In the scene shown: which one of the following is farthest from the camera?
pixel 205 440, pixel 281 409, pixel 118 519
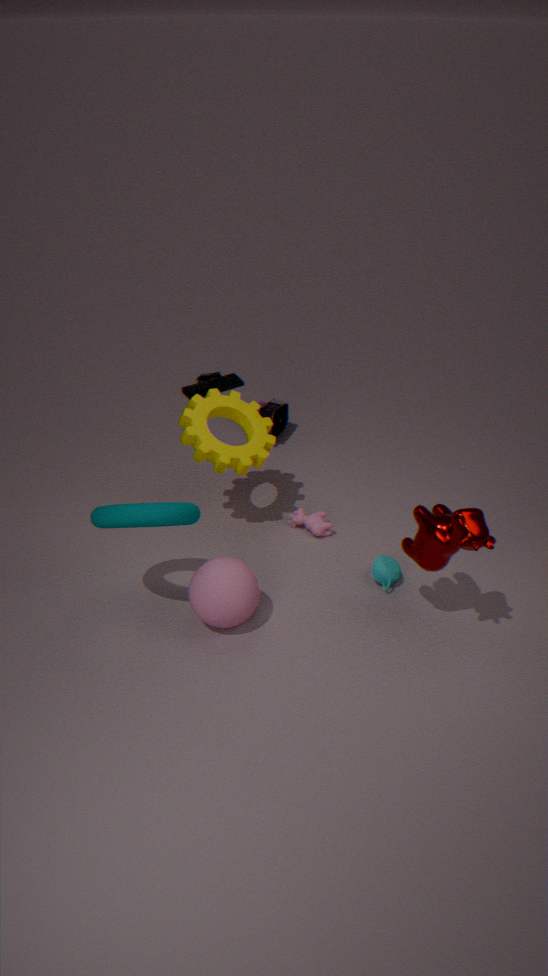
pixel 281 409
